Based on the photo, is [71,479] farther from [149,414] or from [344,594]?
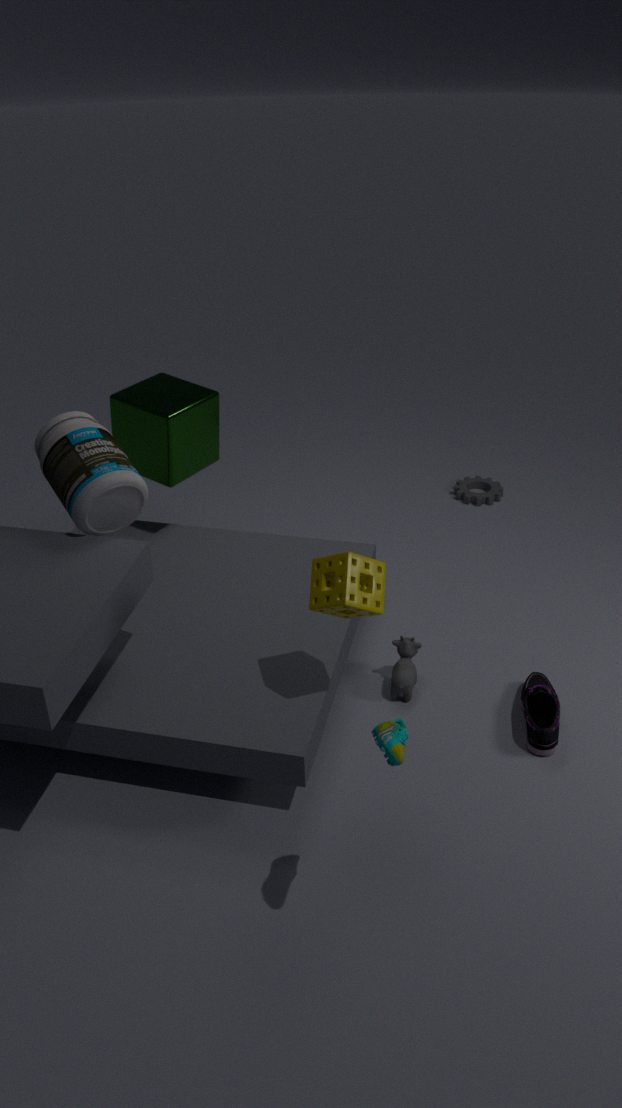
[344,594]
